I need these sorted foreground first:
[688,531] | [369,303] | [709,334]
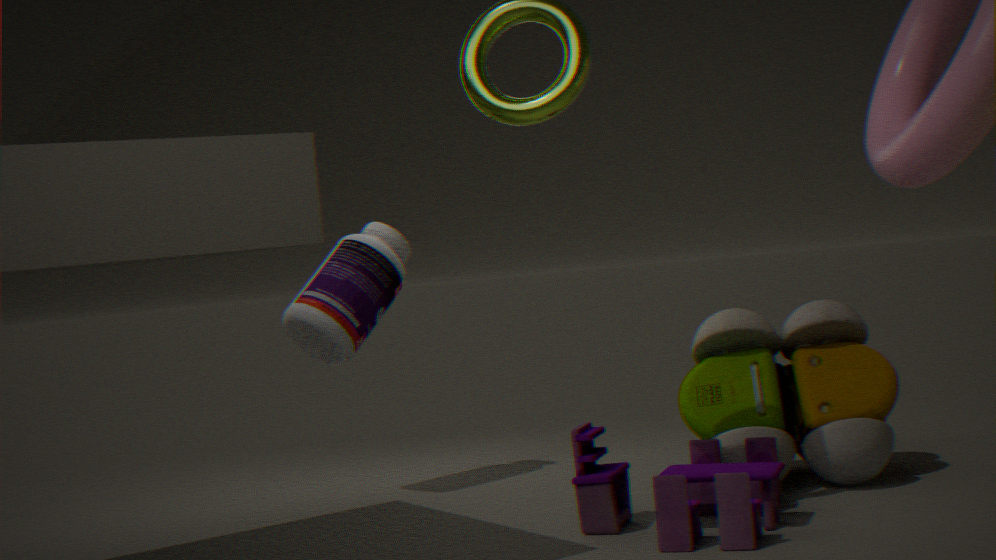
[688,531]
[709,334]
[369,303]
